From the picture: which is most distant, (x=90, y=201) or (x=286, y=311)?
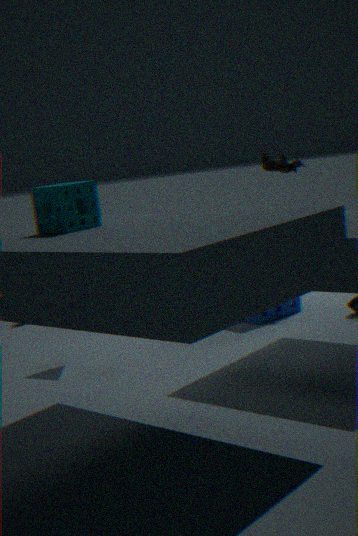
(x=286, y=311)
